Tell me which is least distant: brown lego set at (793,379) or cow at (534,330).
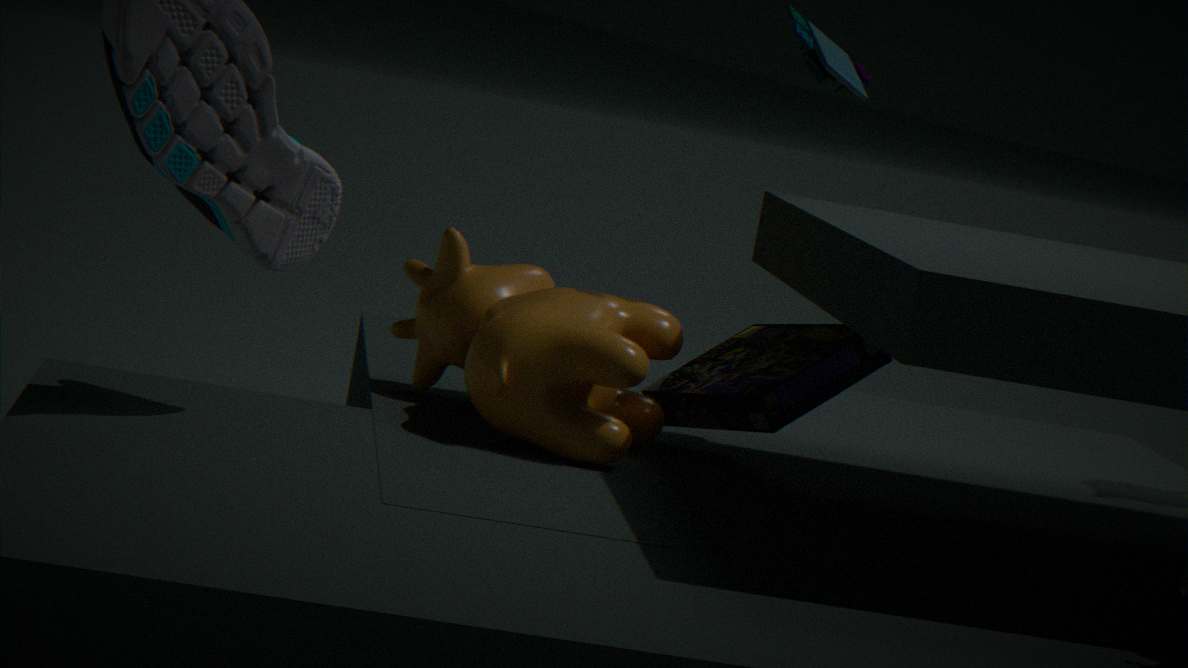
Answer: cow at (534,330)
